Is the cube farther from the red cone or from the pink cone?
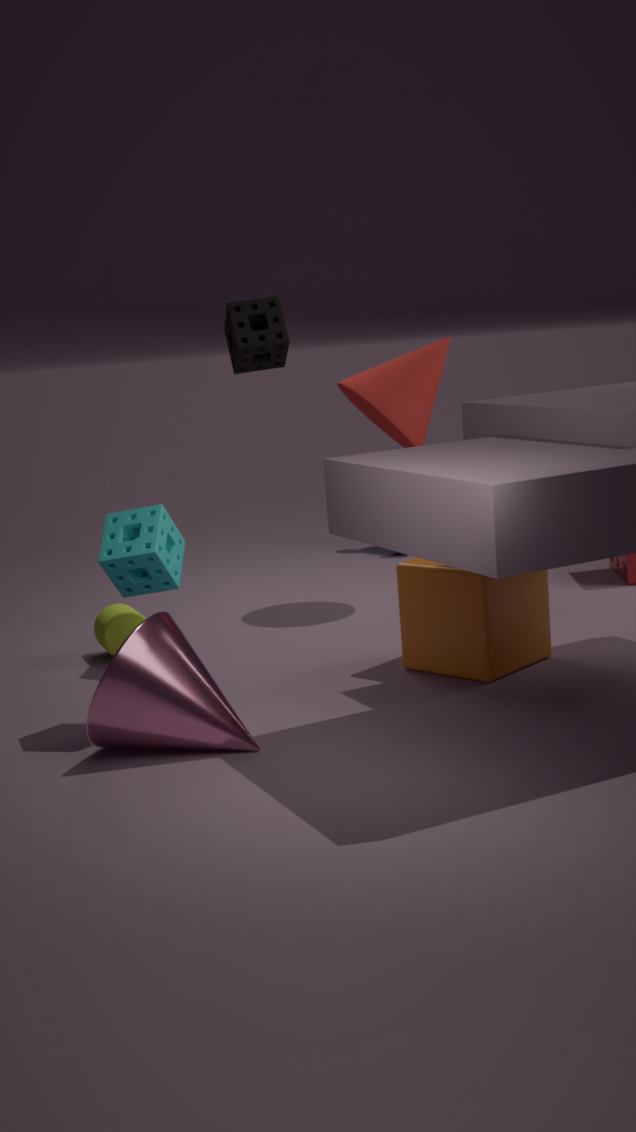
the pink cone
